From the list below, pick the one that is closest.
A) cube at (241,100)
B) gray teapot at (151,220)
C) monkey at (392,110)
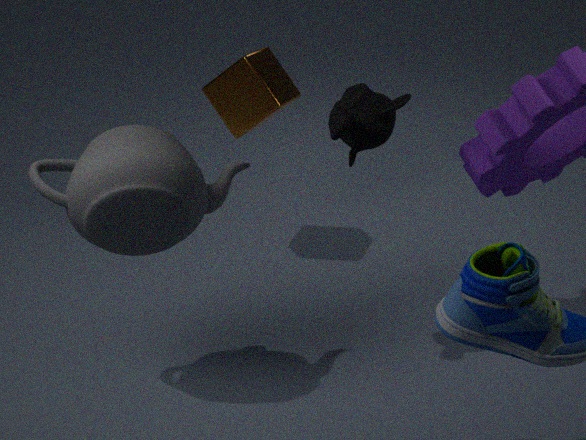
gray teapot at (151,220)
